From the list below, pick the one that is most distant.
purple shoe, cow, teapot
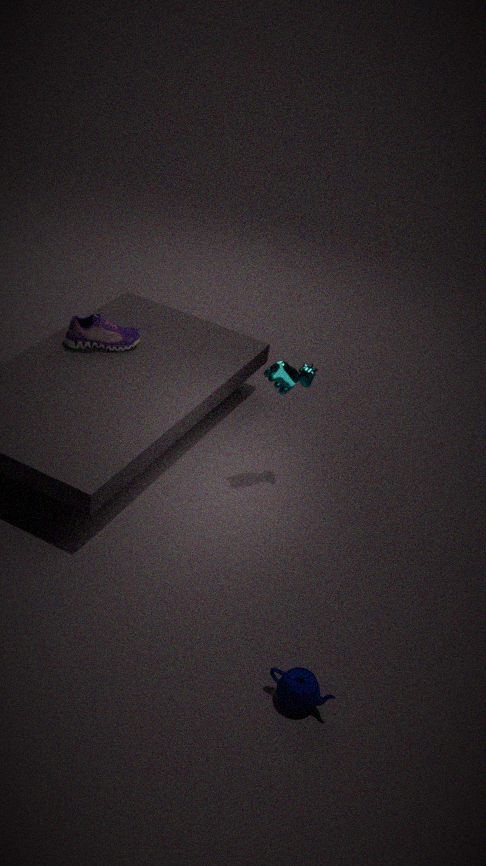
purple shoe
